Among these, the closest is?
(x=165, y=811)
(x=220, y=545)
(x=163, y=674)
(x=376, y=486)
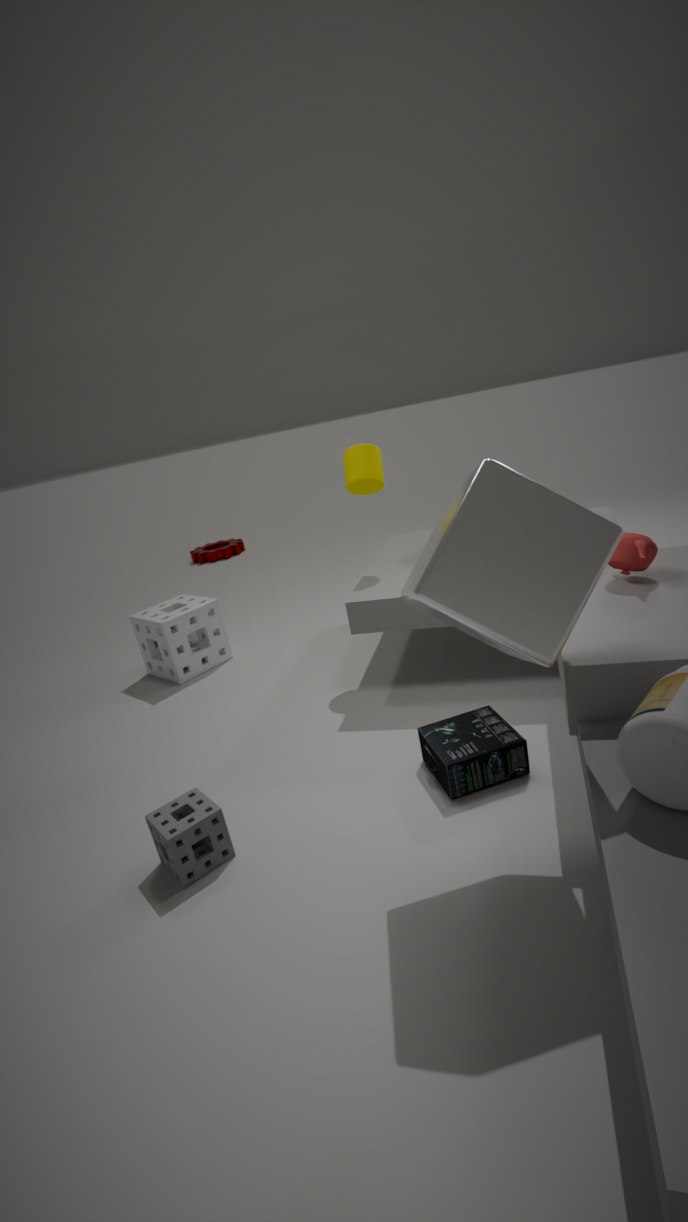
(x=165, y=811)
